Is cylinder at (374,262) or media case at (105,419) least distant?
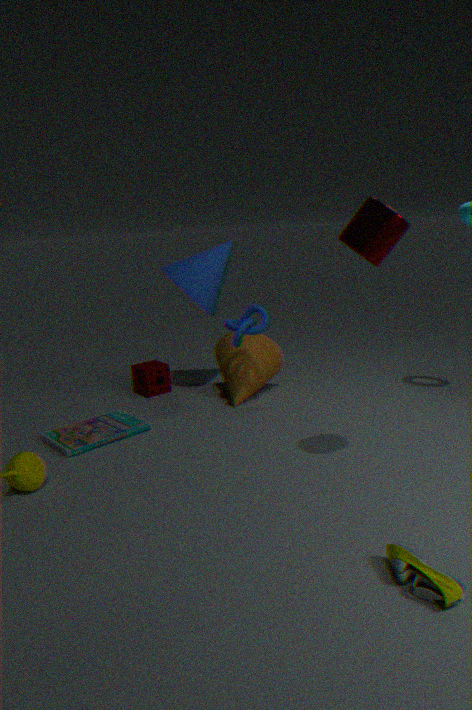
cylinder at (374,262)
